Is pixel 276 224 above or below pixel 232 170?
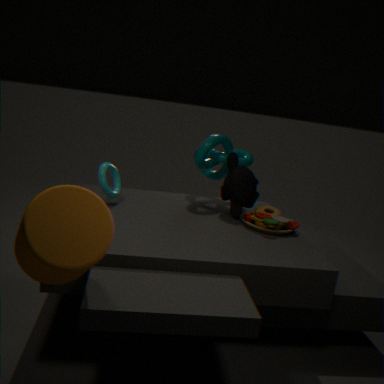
below
